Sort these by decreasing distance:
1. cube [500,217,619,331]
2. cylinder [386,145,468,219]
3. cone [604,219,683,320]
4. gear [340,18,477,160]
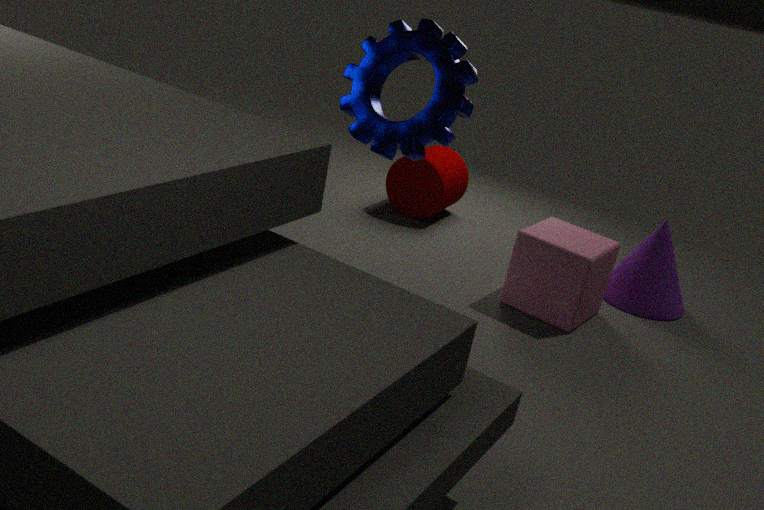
cylinder [386,145,468,219] < cone [604,219,683,320] < cube [500,217,619,331] < gear [340,18,477,160]
